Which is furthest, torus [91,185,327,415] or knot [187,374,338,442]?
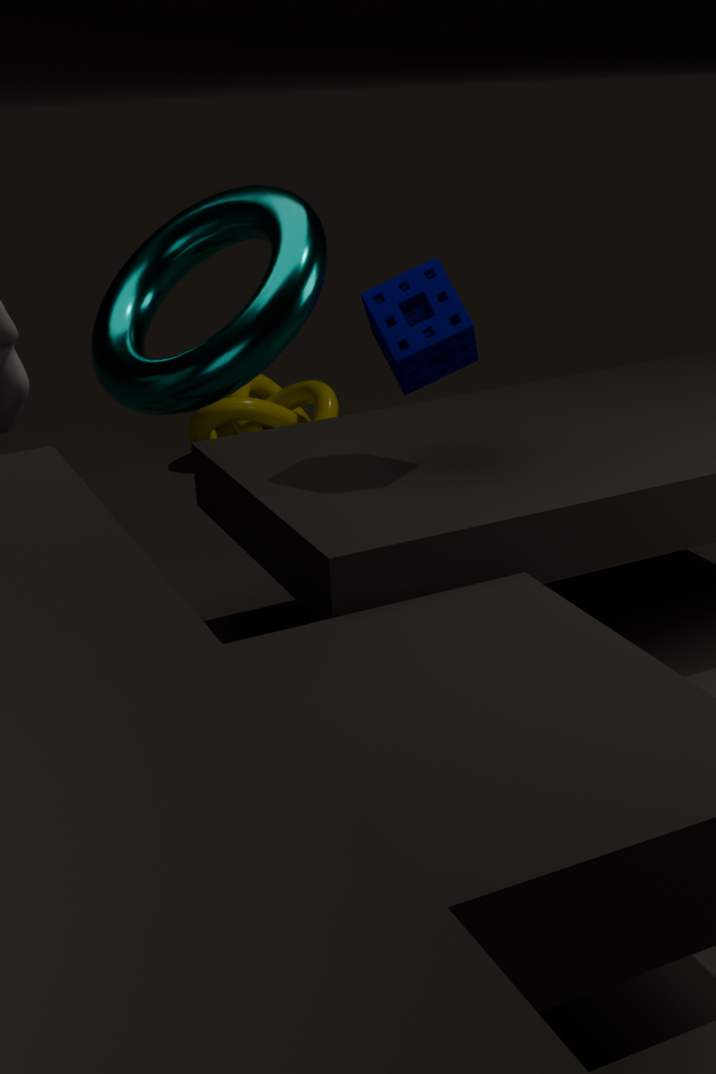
knot [187,374,338,442]
